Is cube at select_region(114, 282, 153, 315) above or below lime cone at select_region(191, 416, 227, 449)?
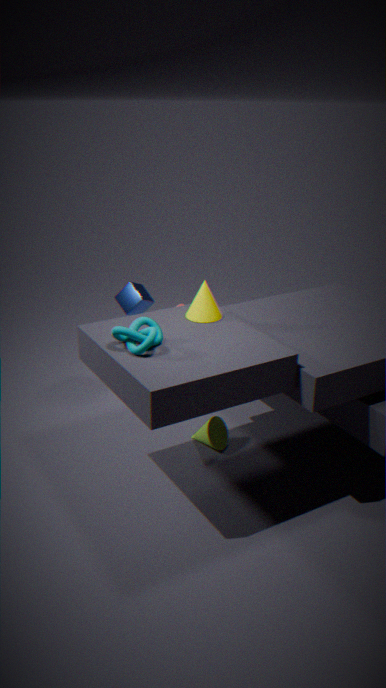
above
